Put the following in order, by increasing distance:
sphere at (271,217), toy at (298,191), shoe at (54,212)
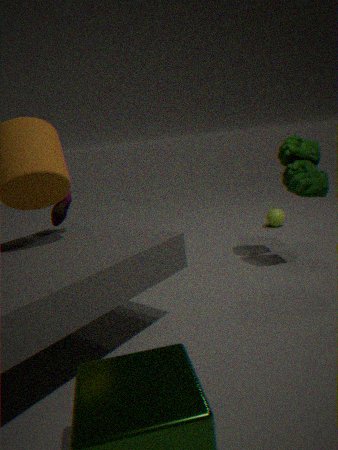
shoe at (54,212) → toy at (298,191) → sphere at (271,217)
